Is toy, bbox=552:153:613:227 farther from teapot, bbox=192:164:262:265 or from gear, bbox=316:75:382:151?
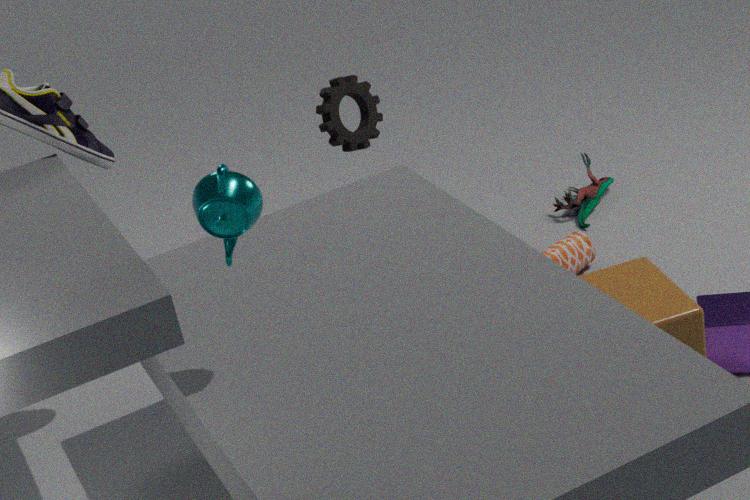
teapot, bbox=192:164:262:265
